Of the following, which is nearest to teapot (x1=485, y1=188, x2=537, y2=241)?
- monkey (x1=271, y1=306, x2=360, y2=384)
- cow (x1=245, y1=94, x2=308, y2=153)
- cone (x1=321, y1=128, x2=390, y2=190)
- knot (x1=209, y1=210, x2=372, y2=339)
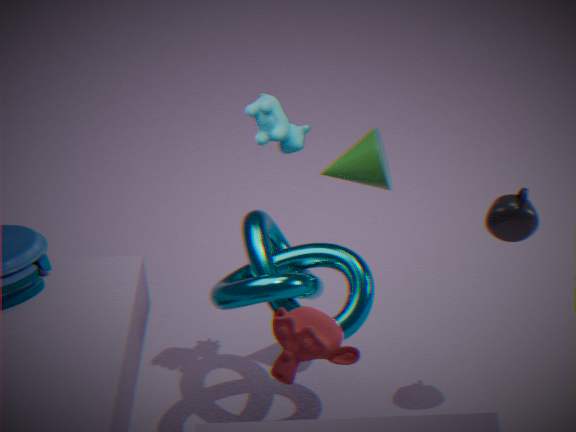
cone (x1=321, y1=128, x2=390, y2=190)
